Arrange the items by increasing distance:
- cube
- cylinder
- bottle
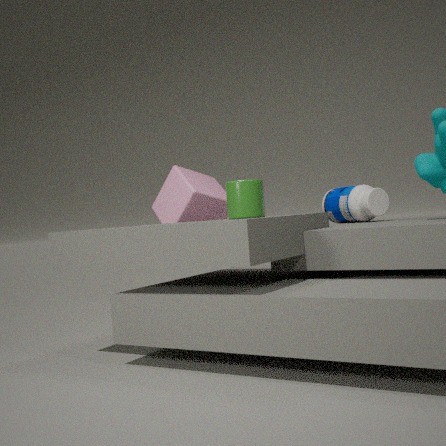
cylinder
bottle
cube
